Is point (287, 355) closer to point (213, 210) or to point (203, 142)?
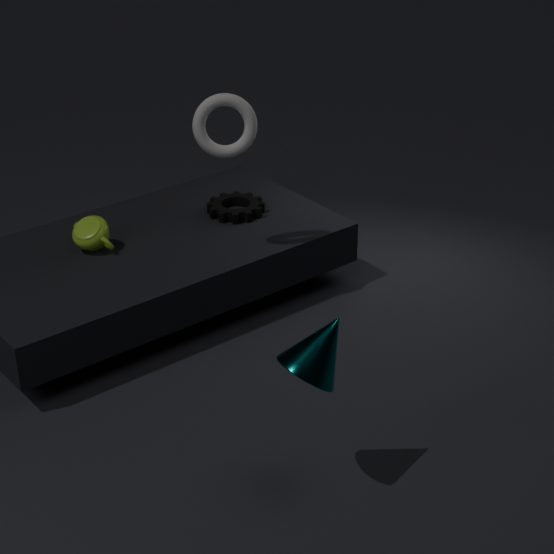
point (203, 142)
